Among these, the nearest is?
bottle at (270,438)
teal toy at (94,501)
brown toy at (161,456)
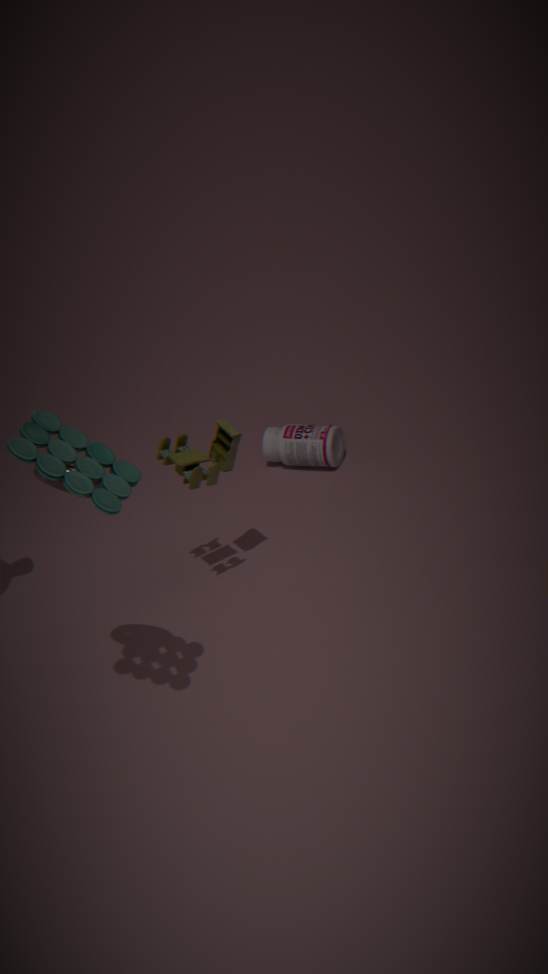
teal toy at (94,501)
